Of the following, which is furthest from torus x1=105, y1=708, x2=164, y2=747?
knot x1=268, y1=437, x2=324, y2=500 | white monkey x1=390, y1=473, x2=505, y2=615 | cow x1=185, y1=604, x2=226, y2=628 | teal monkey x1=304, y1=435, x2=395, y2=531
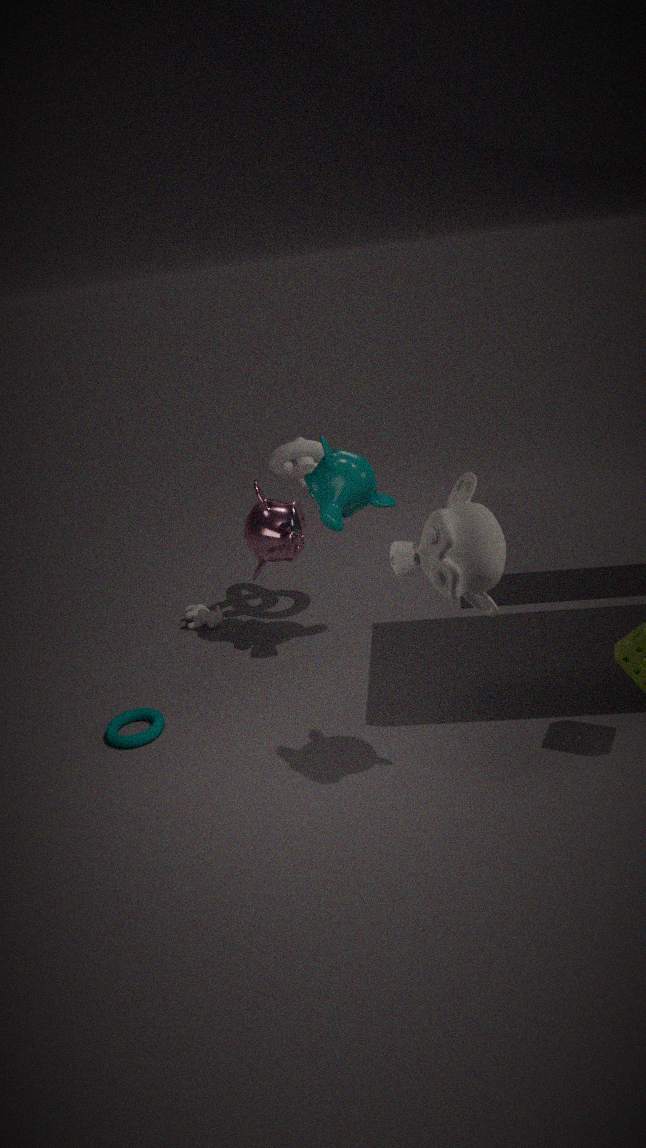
white monkey x1=390, y1=473, x2=505, y2=615
